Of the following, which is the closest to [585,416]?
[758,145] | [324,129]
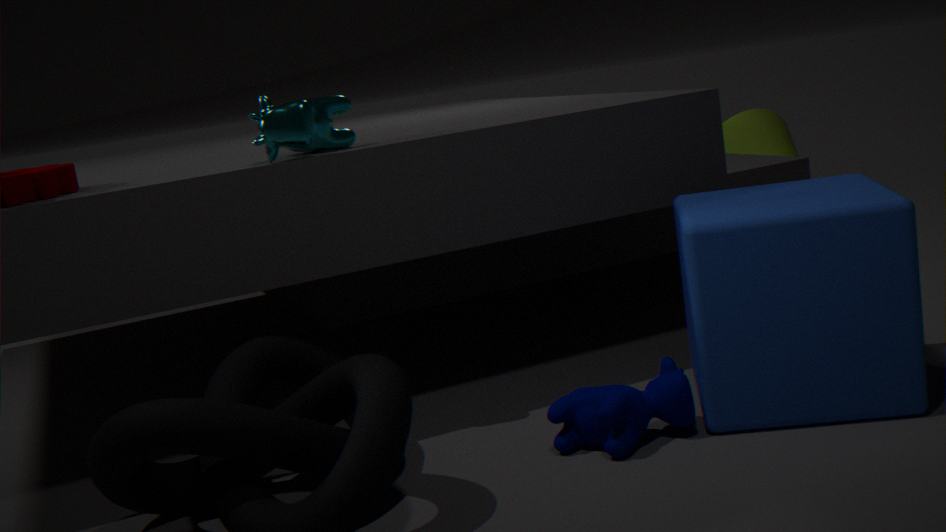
[324,129]
